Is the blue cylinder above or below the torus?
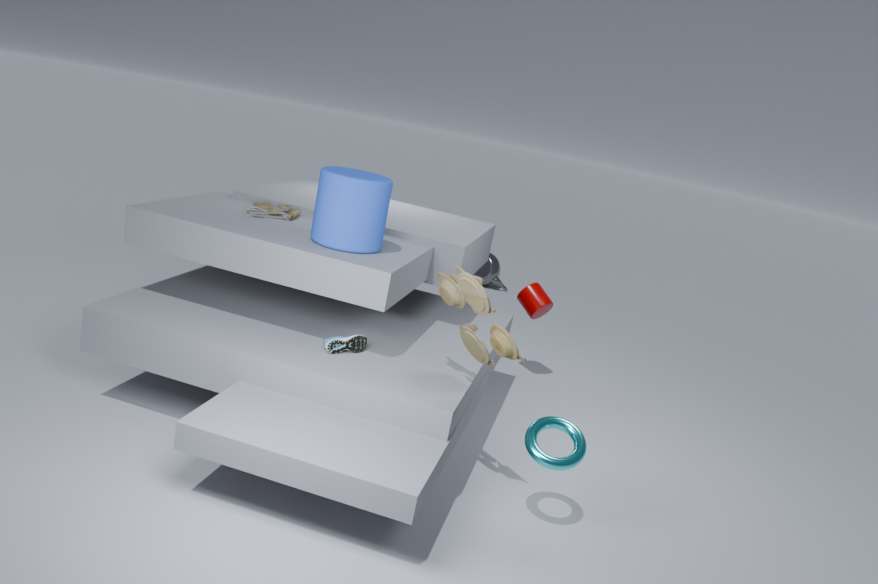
above
